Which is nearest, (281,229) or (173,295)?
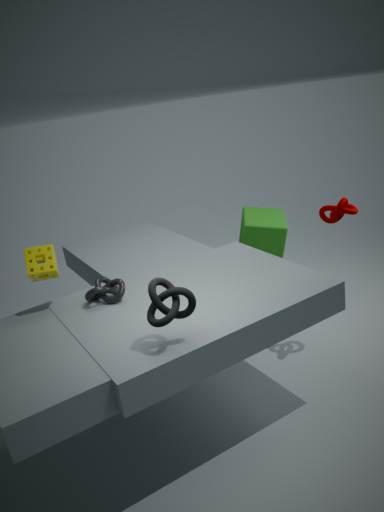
(173,295)
